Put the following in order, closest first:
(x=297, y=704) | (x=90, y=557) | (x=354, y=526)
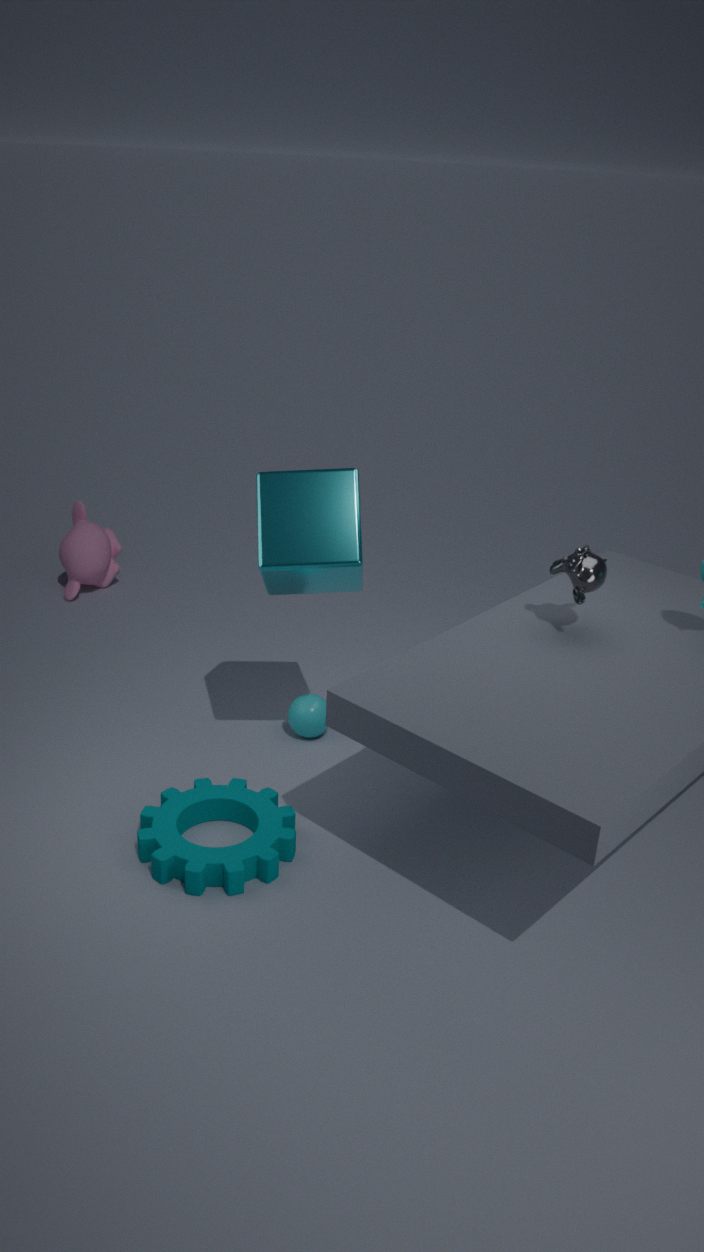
(x=354, y=526)
(x=297, y=704)
(x=90, y=557)
